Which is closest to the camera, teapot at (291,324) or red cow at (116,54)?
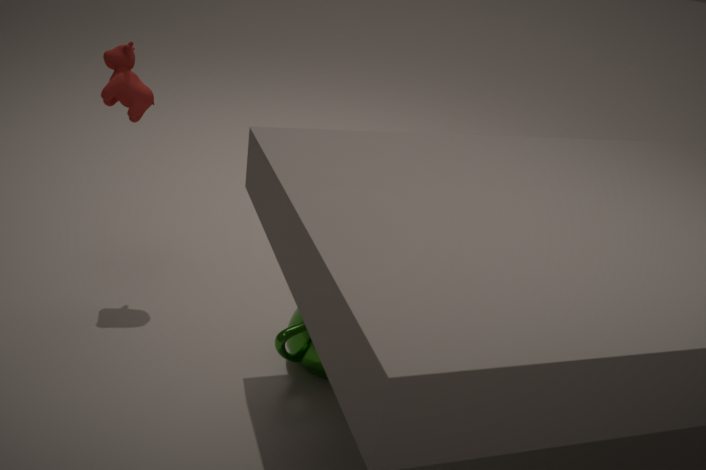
teapot at (291,324)
